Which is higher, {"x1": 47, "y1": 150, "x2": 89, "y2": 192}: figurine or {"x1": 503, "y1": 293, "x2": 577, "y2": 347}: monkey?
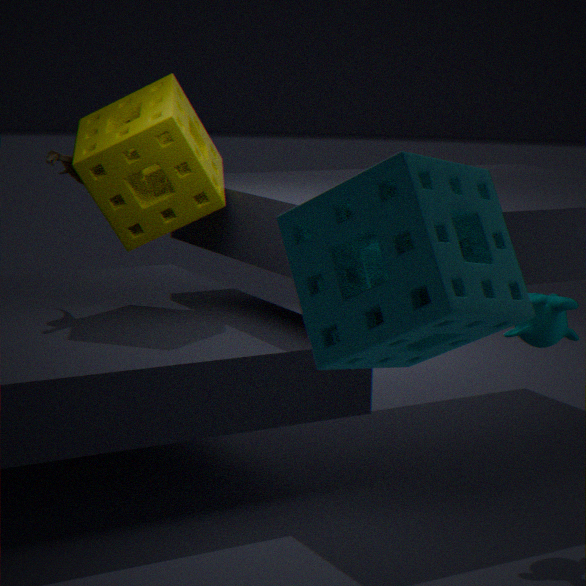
{"x1": 47, "y1": 150, "x2": 89, "y2": 192}: figurine
